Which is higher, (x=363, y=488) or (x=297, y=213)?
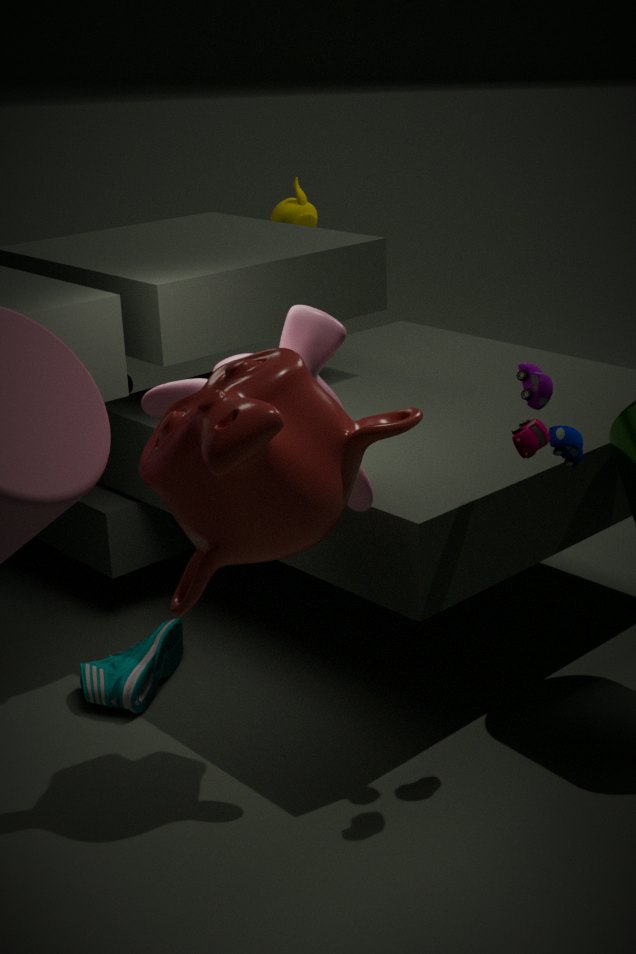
(x=297, y=213)
